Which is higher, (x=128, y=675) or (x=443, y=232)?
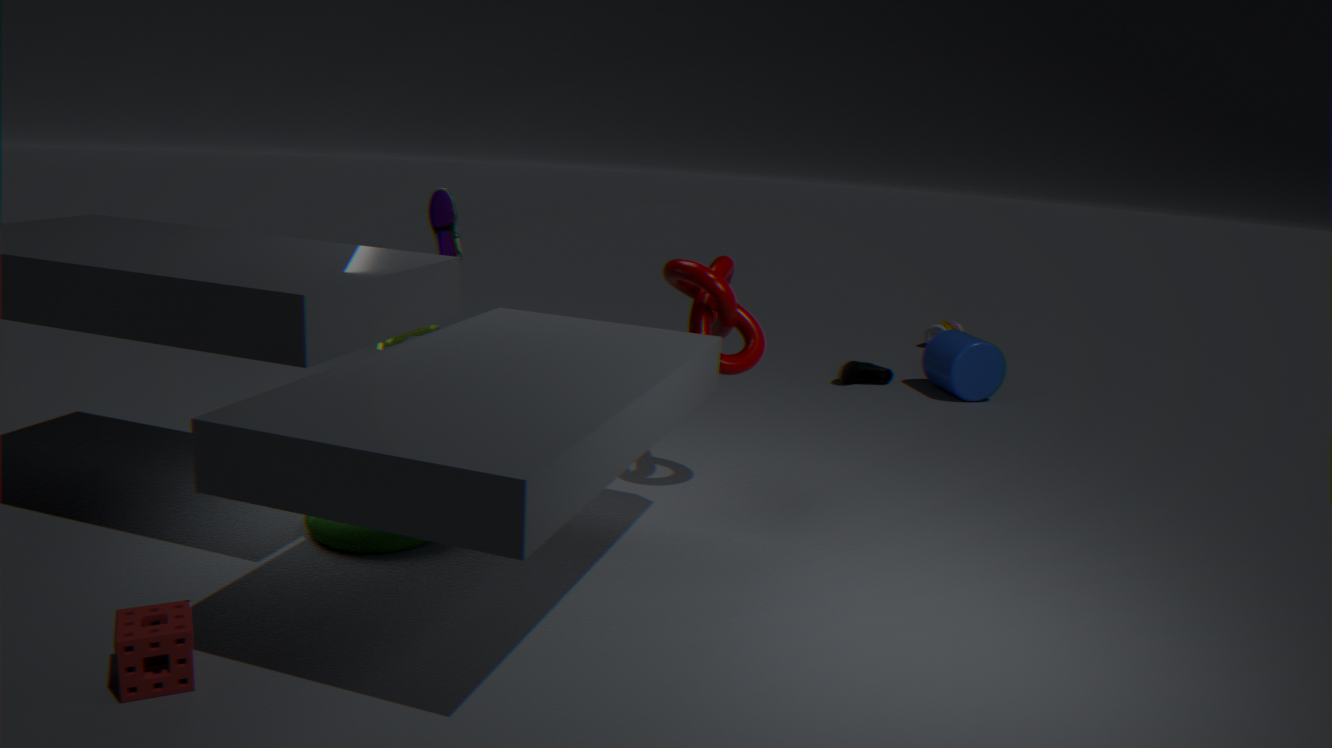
(x=443, y=232)
